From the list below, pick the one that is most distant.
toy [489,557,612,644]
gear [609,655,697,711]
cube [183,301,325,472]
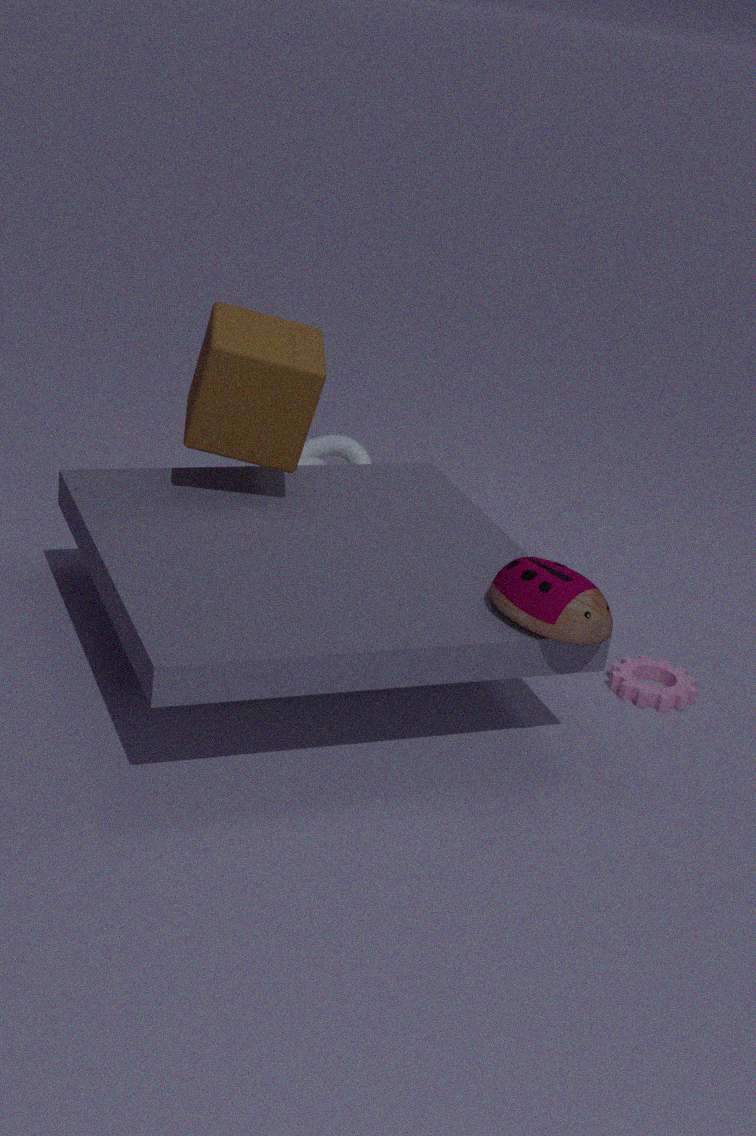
gear [609,655,697,711]
